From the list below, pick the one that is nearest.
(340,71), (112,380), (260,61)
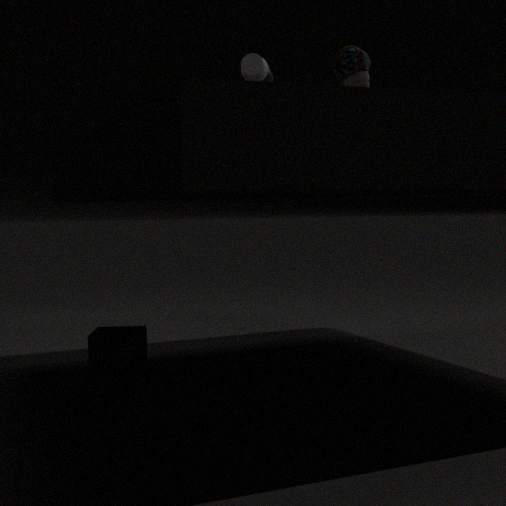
(340,71)
